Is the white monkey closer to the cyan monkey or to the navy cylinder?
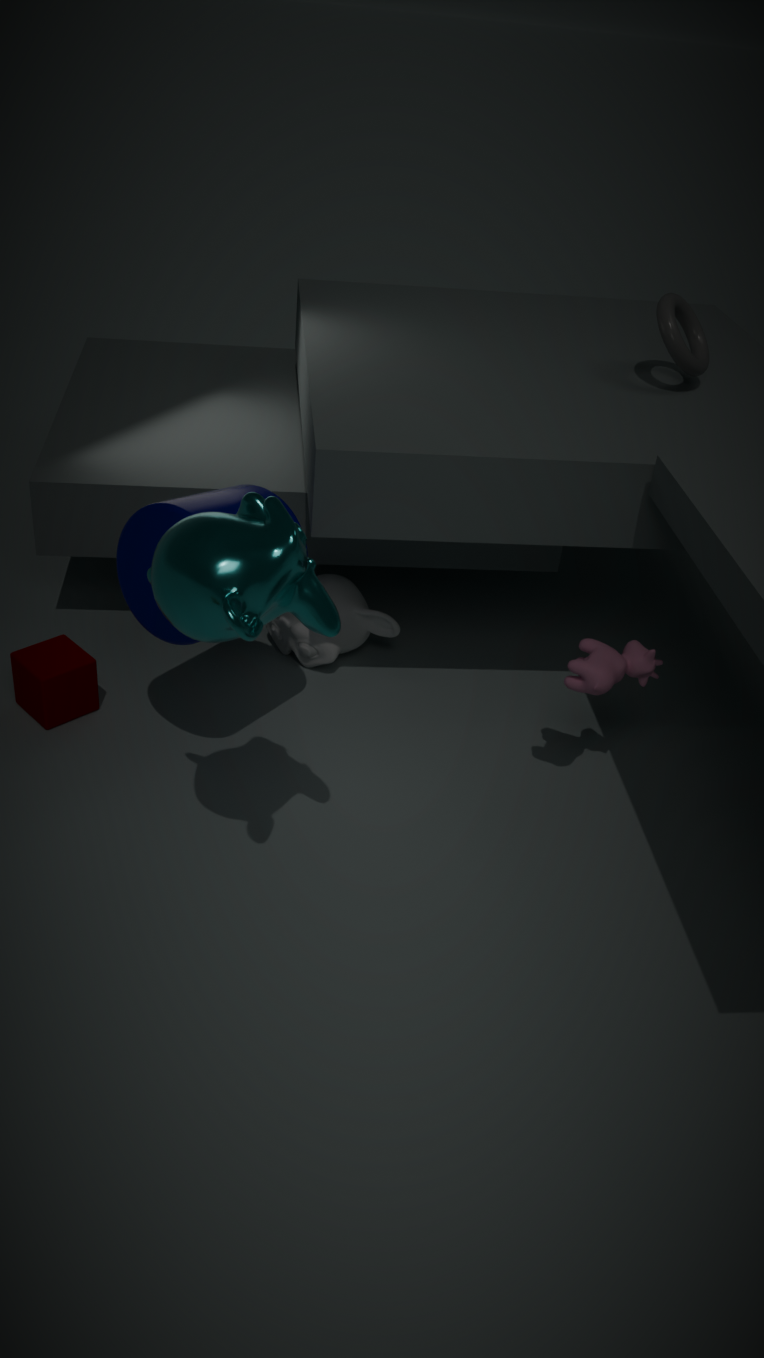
the navy cylinder
